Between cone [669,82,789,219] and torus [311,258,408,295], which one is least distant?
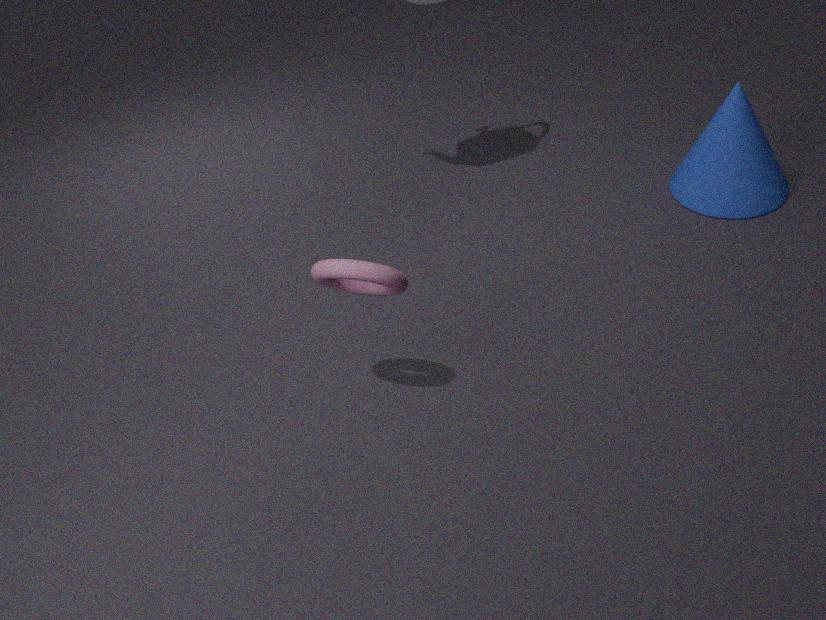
torus [311,258,408,295]
